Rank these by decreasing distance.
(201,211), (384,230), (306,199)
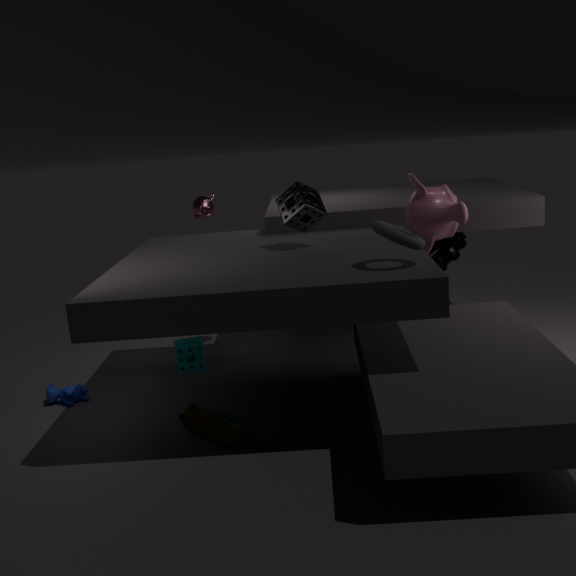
(201,211) → (306,199) → (384,230)
